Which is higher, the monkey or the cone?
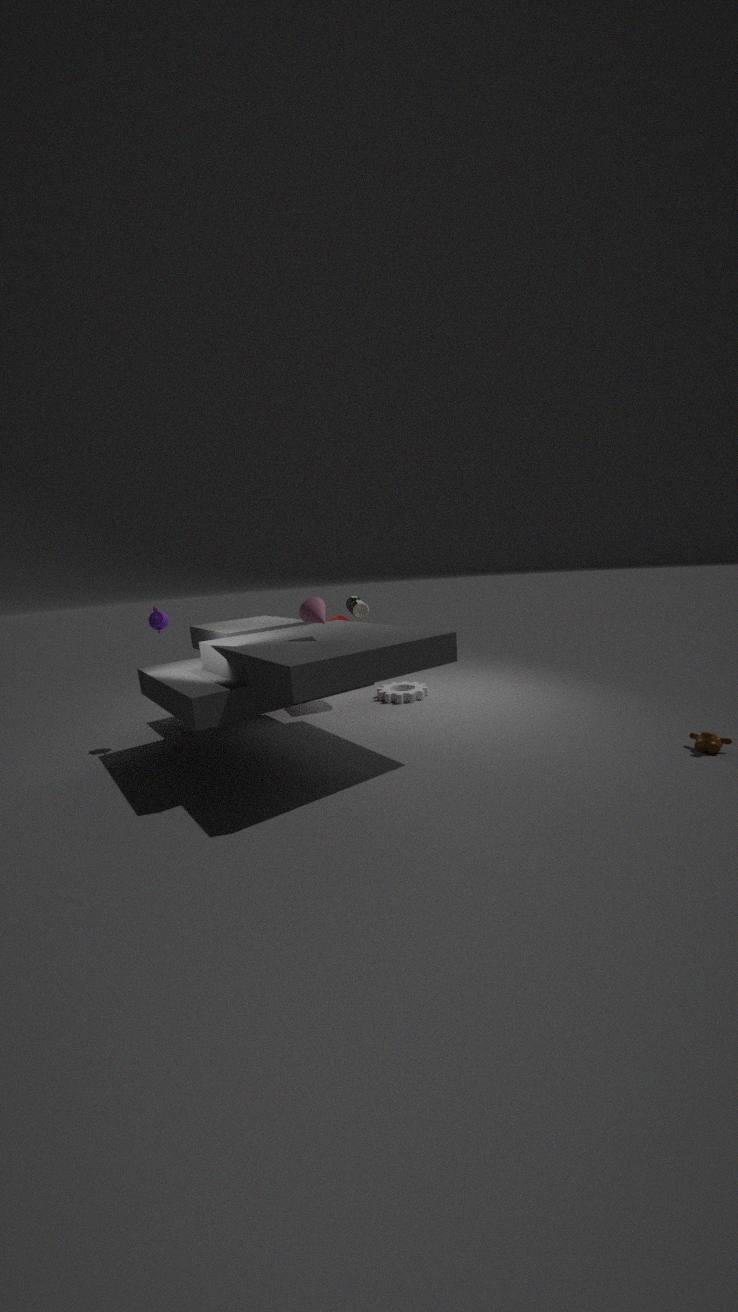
the cone
